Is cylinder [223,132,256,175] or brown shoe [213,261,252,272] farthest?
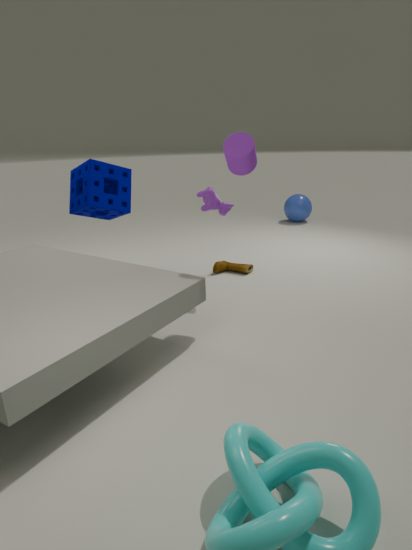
brown shoe [213,261,252,272]
